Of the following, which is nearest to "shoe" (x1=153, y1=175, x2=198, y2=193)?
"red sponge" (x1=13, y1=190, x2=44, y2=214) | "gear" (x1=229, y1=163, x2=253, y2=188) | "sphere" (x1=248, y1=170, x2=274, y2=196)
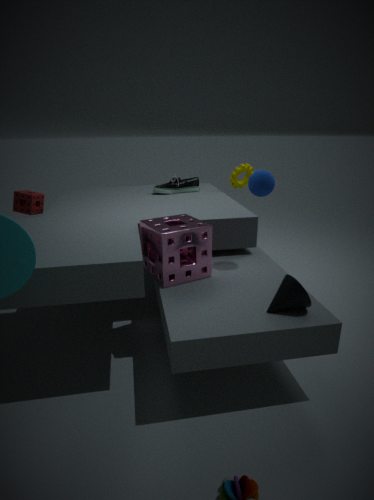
"gear" (x1=229, y1=163, x2=253, y2=188)
